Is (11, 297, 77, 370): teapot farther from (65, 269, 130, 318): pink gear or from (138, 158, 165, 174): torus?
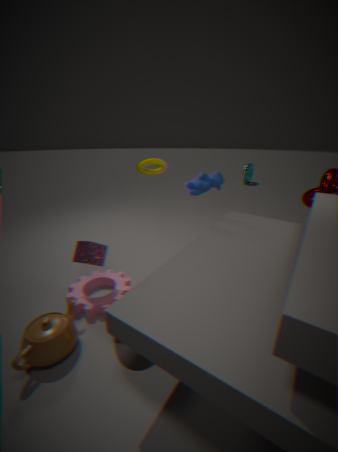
(138, 158, 165, 174): torus
